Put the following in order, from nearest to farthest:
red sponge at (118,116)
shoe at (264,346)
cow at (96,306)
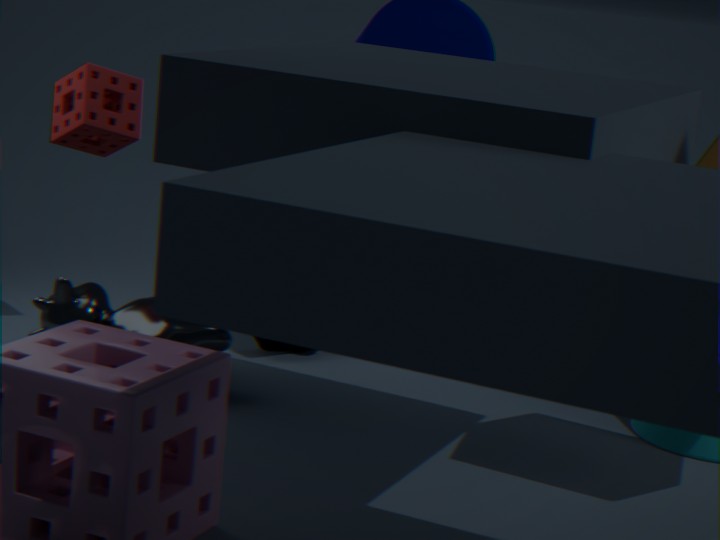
cow at (96,306), red sponge at (118,116), shoe at (264,346)
